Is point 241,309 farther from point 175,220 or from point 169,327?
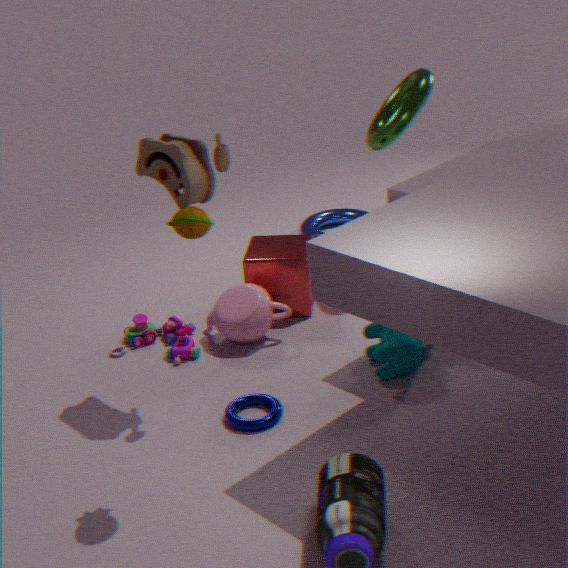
point 175,220
